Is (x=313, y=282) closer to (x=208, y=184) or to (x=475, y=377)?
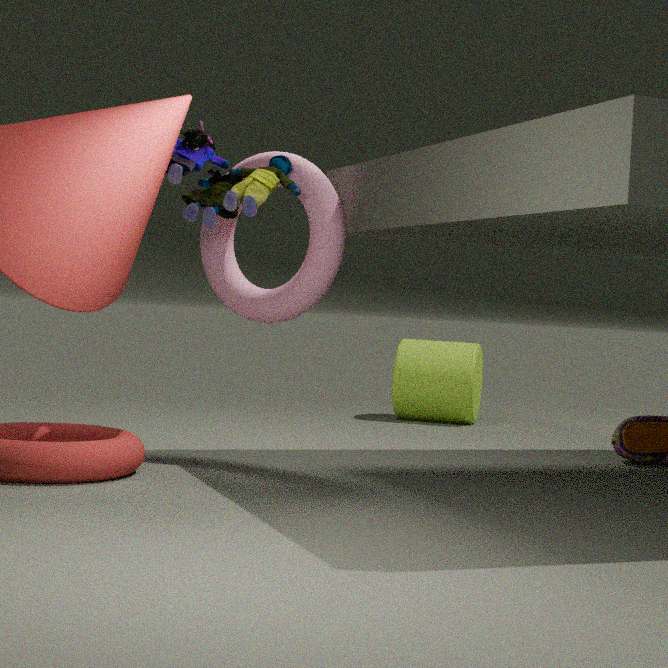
(x=208, y=184)
